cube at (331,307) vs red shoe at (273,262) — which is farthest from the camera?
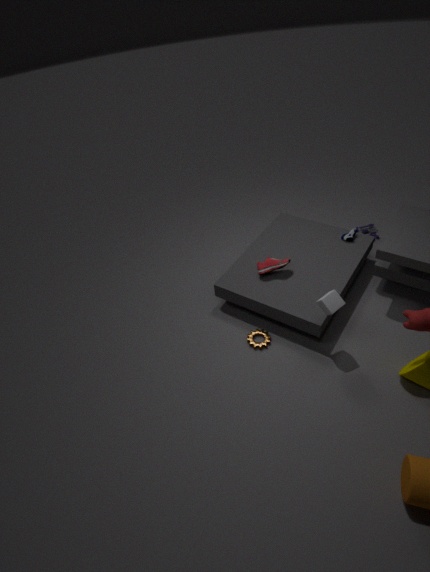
red shoe at (273,262)
